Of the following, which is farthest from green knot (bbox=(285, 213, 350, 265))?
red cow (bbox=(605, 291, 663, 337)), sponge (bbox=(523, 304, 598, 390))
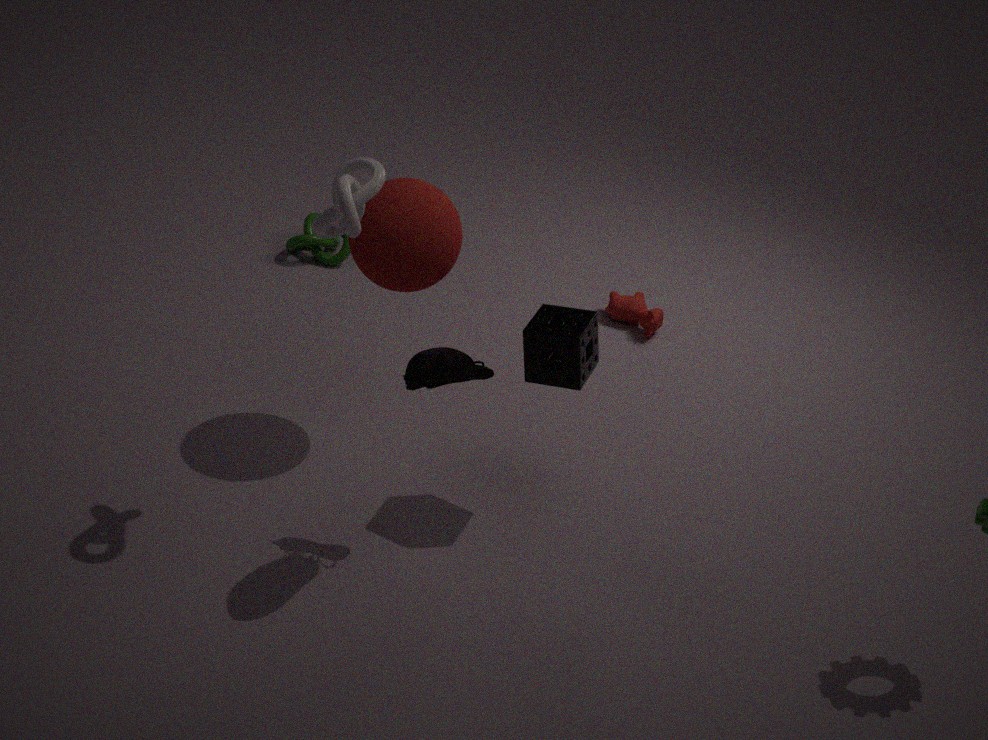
sponge (bbox=(523, 304, 598, 390))
